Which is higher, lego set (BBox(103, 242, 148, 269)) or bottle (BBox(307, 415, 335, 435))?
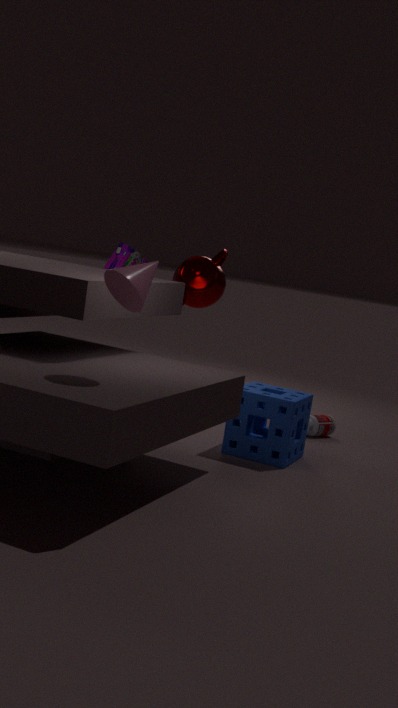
lego set (BBox(103, 242, 148, 269))
